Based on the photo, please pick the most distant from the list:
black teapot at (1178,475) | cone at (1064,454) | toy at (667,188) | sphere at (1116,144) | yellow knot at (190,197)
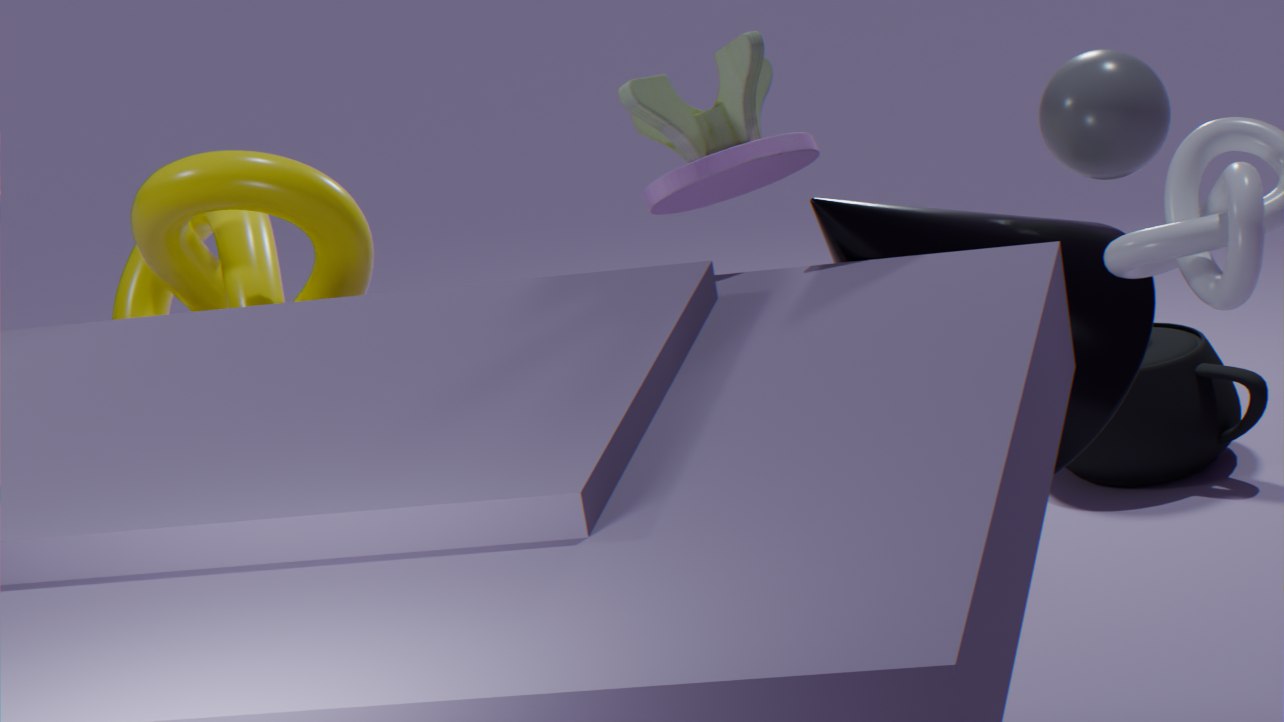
black teapot at (1178,475)
